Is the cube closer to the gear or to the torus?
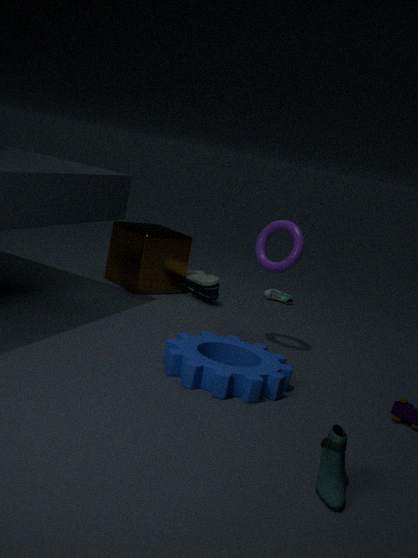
the torus
